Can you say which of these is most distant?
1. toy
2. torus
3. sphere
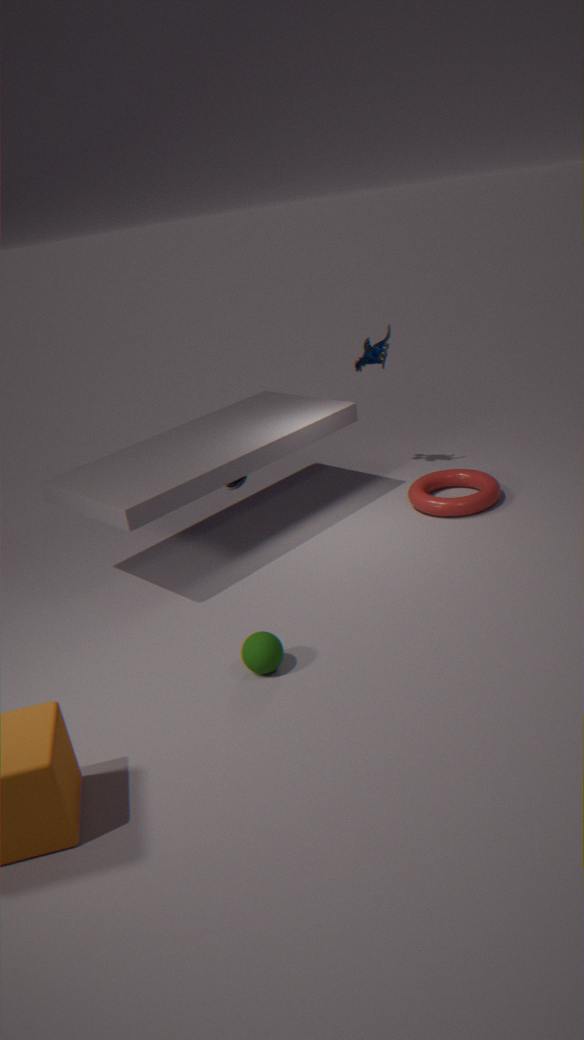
toy
